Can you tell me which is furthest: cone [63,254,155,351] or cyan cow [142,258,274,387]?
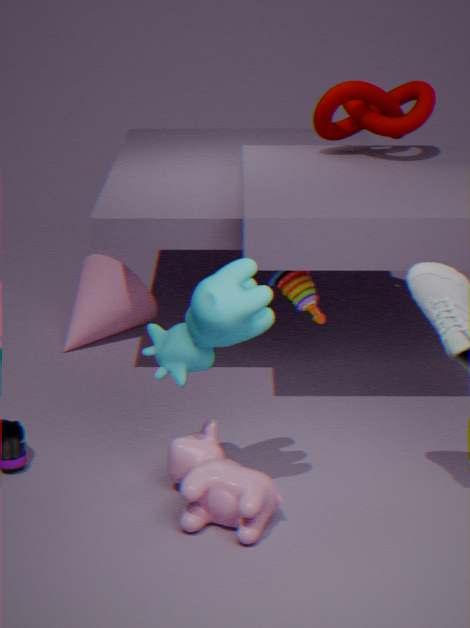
cone [63,254,155,351]
